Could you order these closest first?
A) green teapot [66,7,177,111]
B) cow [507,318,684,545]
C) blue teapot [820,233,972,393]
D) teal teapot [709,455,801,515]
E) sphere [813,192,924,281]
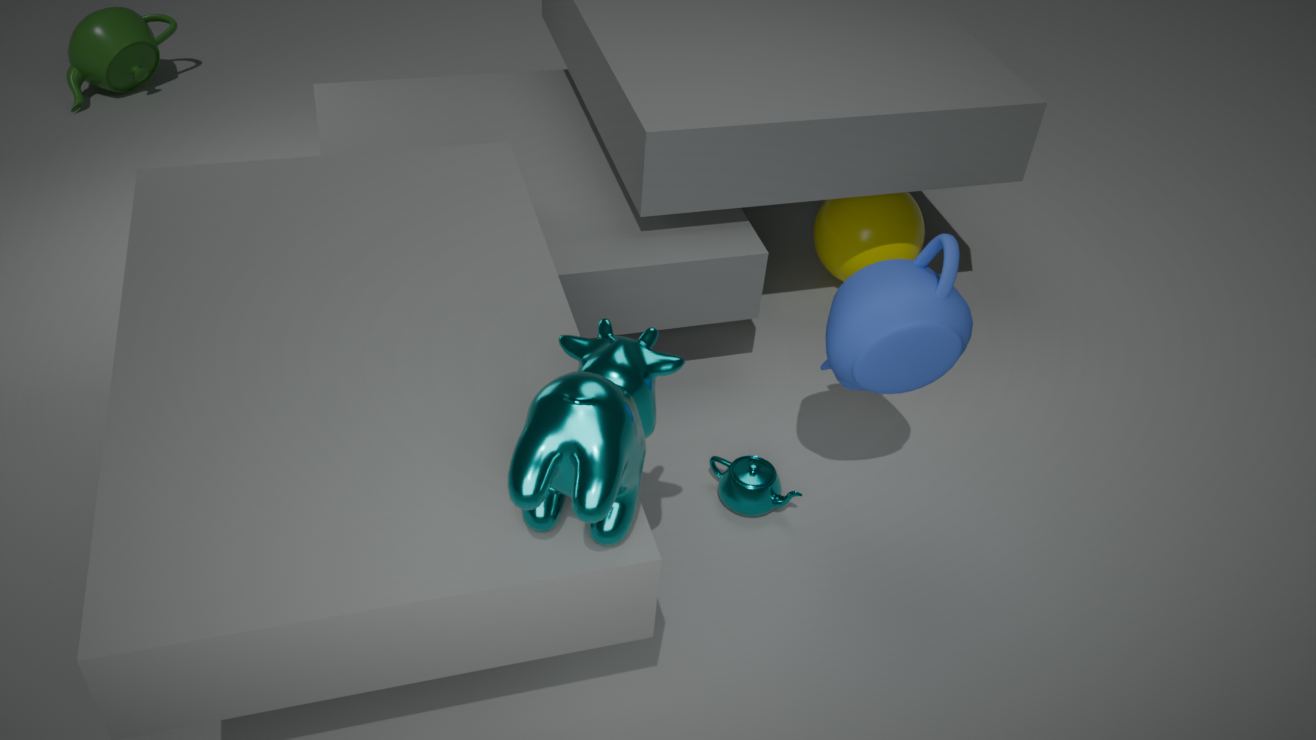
1. cow [507,318,684,545]
2. blue teapot [820,233,972,393]
3. teal teapot [709,455,801,515]
4. sphere [813,192,924,281]
5. green teapot [66,7,177,111]
